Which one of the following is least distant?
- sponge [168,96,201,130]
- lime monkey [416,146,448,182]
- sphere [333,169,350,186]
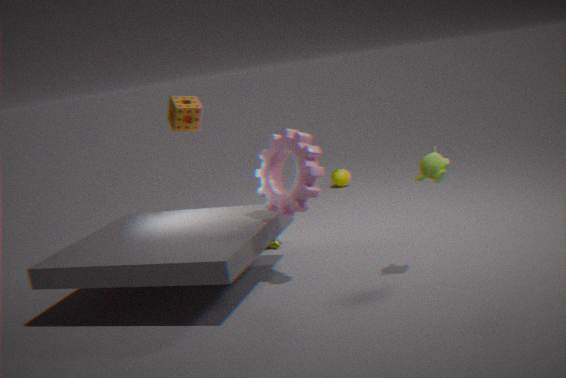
lime monkey [416,146,448,182]
